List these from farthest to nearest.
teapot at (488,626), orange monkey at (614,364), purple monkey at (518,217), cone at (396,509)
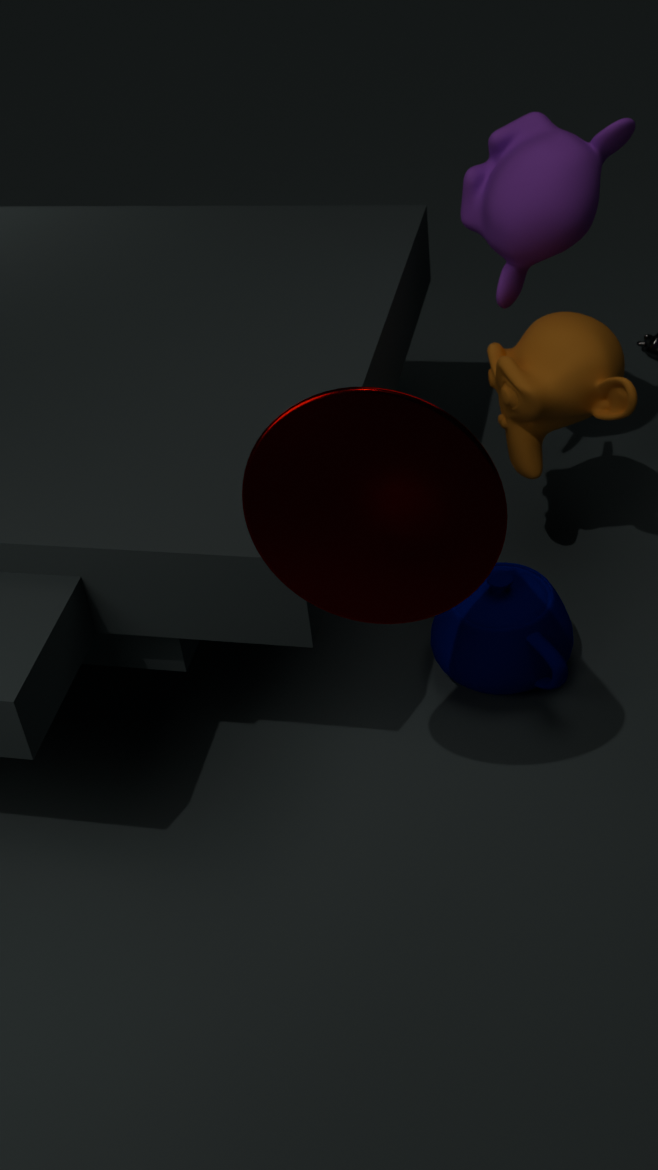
1. purple monkey at (518,217)
2. orange monkey at (614,364)
3. teapot at (488,626)
4. cone at (396,509)
